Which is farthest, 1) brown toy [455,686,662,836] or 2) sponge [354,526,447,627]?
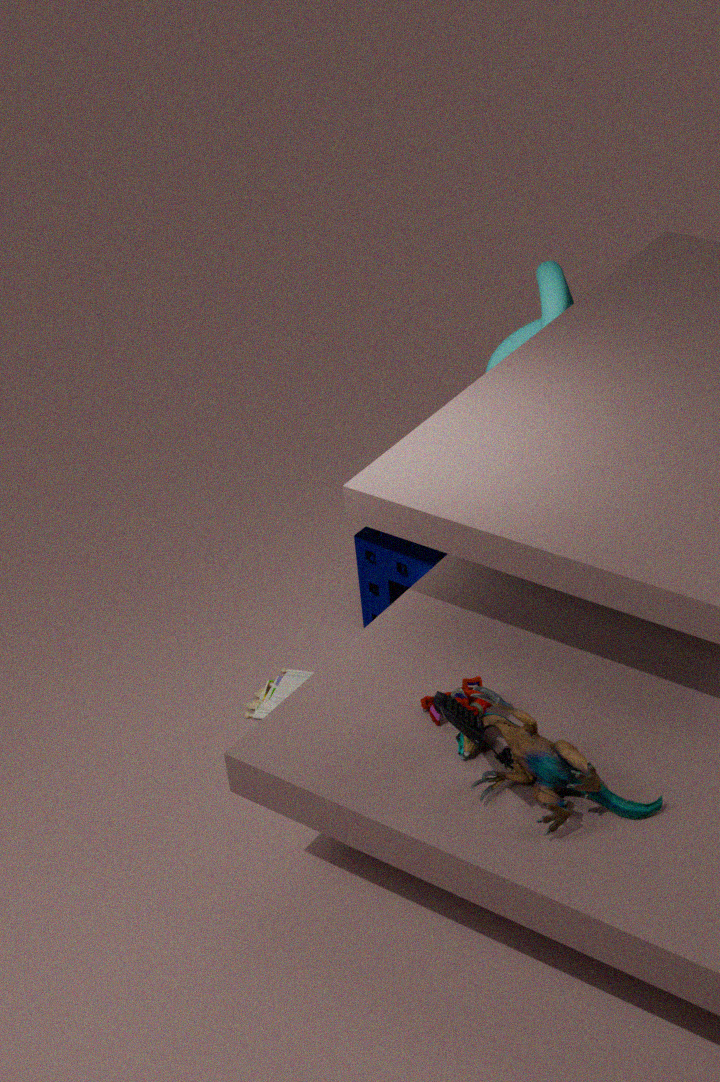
2. sponge [354,526,447,627]
